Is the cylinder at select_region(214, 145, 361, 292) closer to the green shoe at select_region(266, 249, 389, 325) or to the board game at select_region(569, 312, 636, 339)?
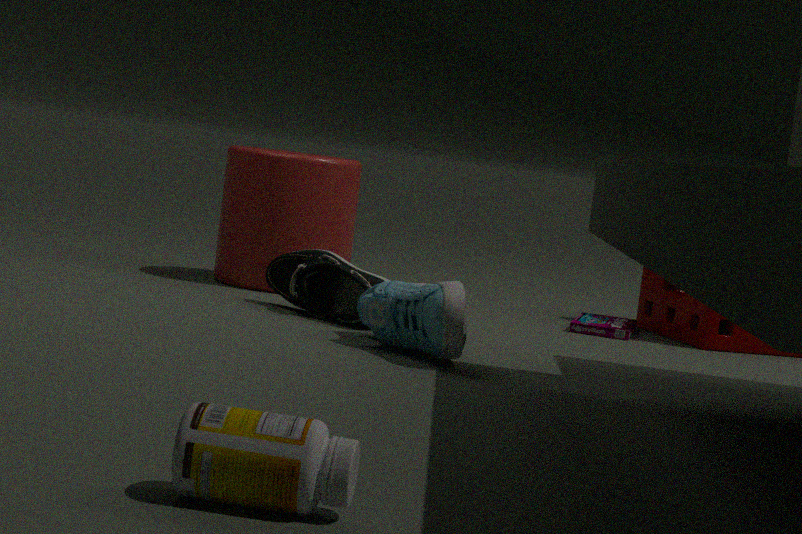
the green shoe at select_region(266, 249, 389, 325)
